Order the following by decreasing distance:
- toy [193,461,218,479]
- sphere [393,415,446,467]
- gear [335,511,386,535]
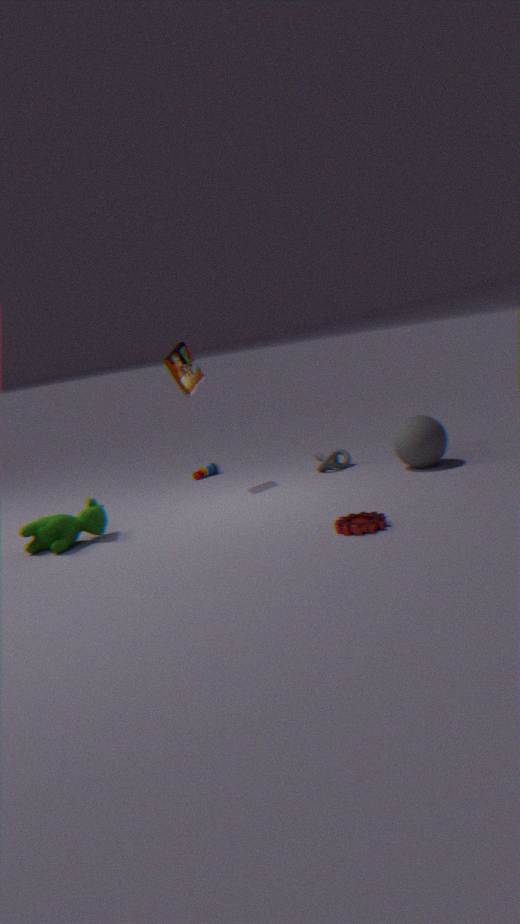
toy [193,461,218,479], sphere [393,415,446,467], gear [335,511,386,535]
